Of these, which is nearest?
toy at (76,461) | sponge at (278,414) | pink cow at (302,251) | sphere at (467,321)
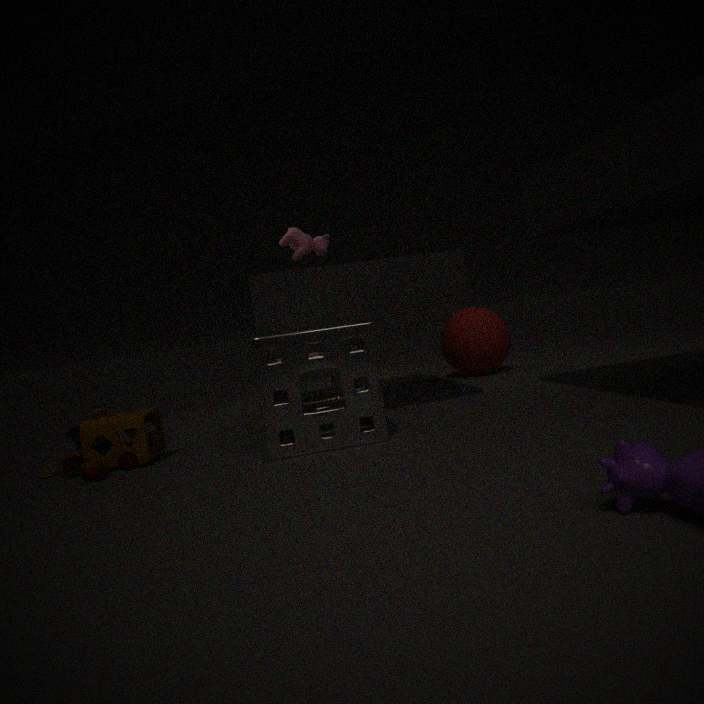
sponge at (278,414)
